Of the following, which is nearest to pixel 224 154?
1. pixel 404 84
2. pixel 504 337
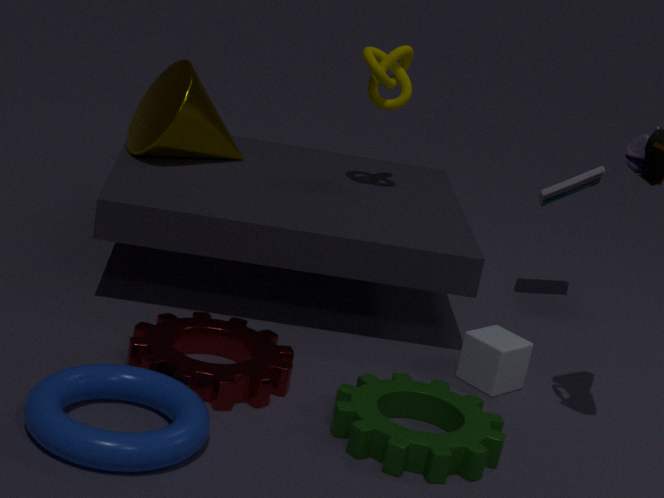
pixel 404 84
